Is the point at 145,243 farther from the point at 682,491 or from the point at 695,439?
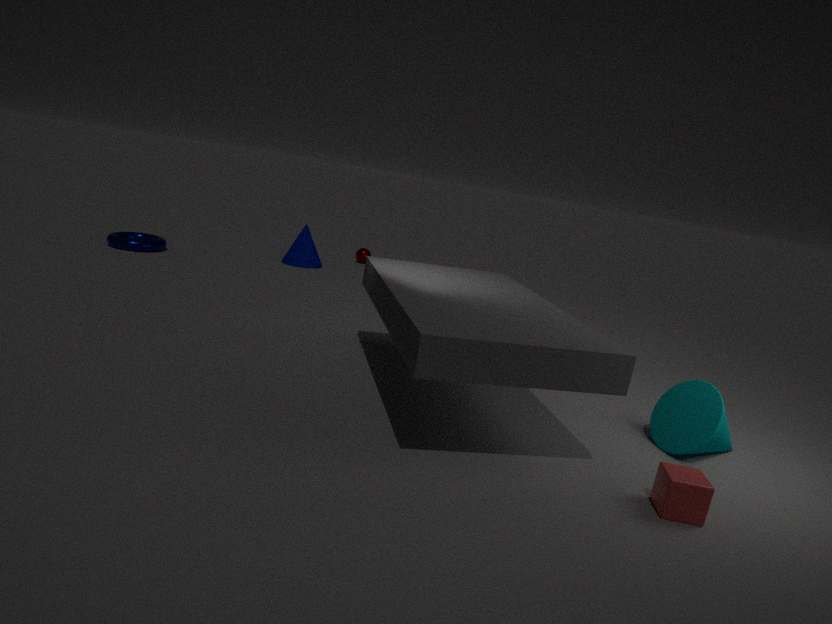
the point at 682,491
